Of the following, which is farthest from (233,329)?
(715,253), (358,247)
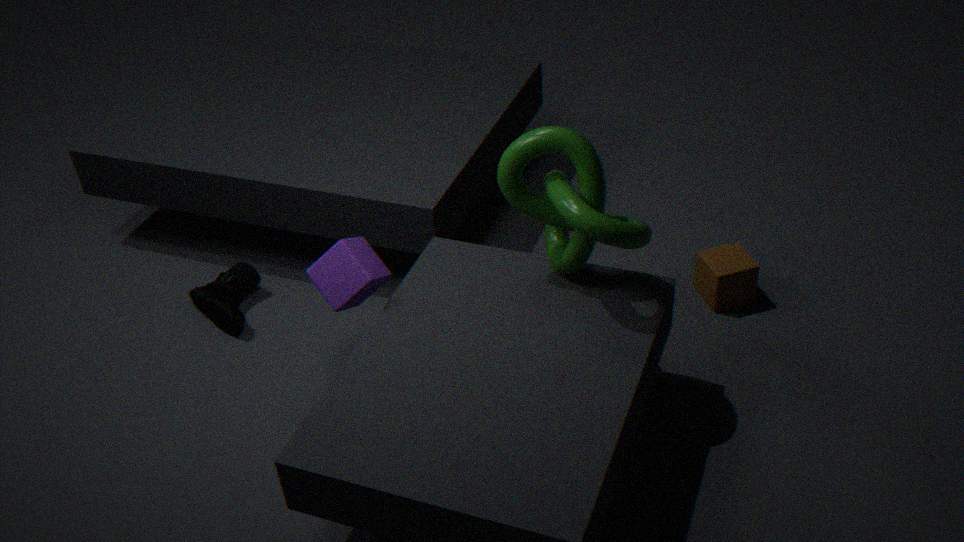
(715,253)
